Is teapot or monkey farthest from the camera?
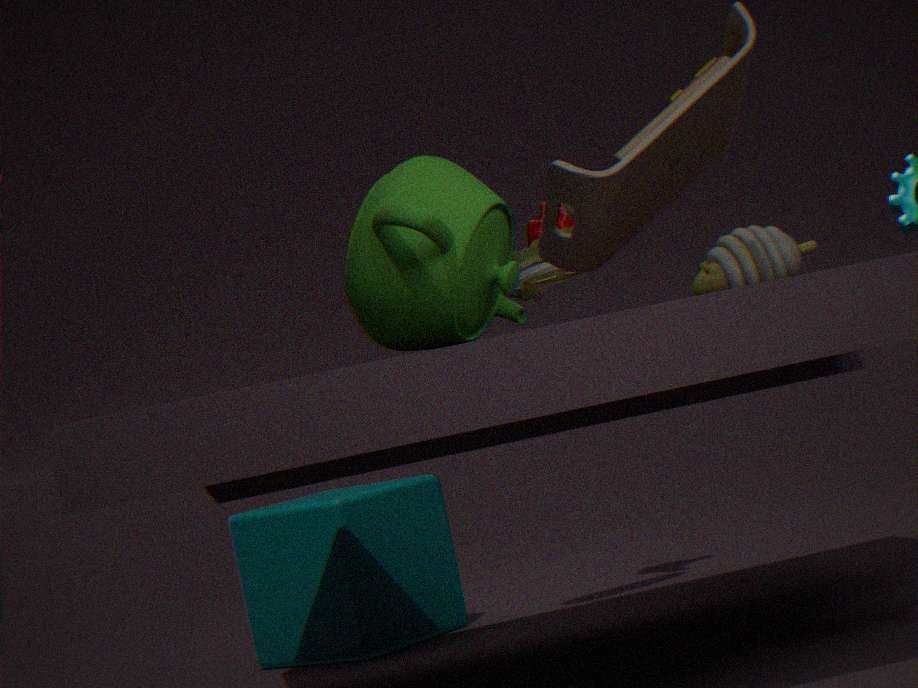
monkey
